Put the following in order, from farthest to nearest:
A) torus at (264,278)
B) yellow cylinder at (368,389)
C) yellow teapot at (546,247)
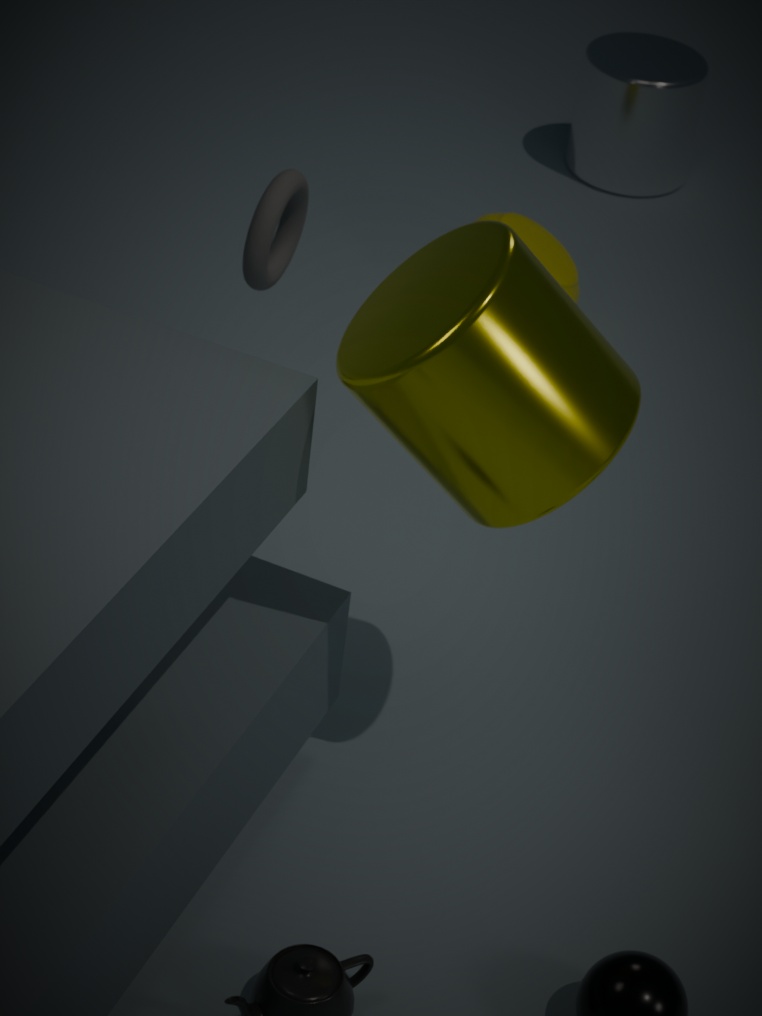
1. yellow teapot at (546,247)
2. torus at (264,278)
3. yellow cylinder at (368,389)
